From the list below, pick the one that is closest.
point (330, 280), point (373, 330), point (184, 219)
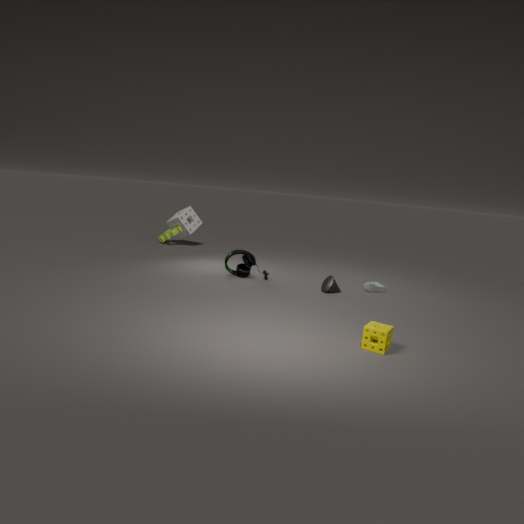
point (373, 330)
